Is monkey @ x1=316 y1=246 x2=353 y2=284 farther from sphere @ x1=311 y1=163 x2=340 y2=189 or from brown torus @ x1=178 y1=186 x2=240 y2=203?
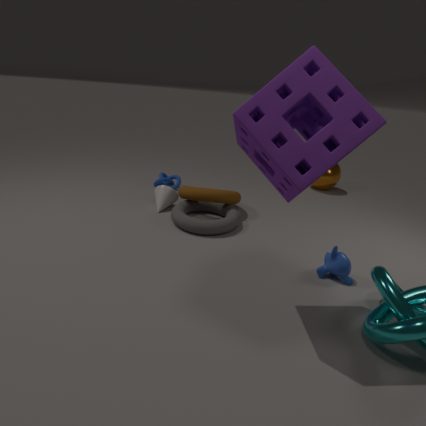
sphere @ x1=311 y1=163 x2=340 y2=189
